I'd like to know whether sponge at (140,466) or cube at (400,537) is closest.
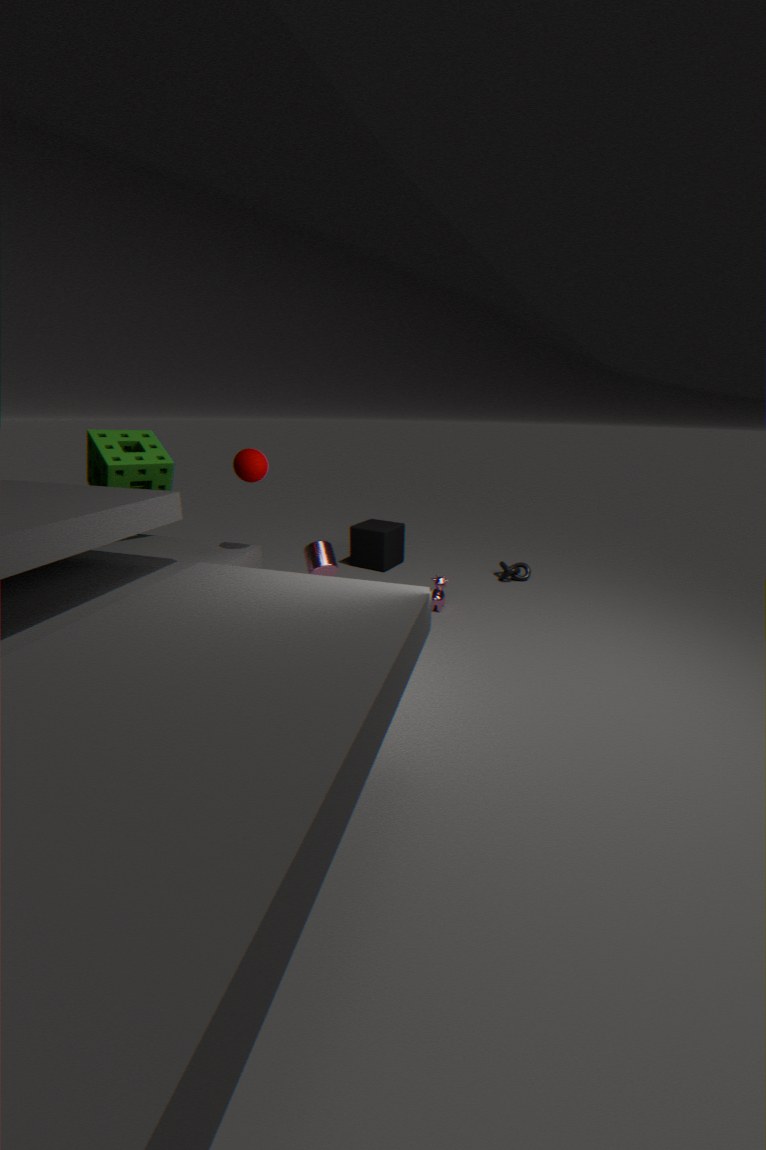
sponge at (140,466)
